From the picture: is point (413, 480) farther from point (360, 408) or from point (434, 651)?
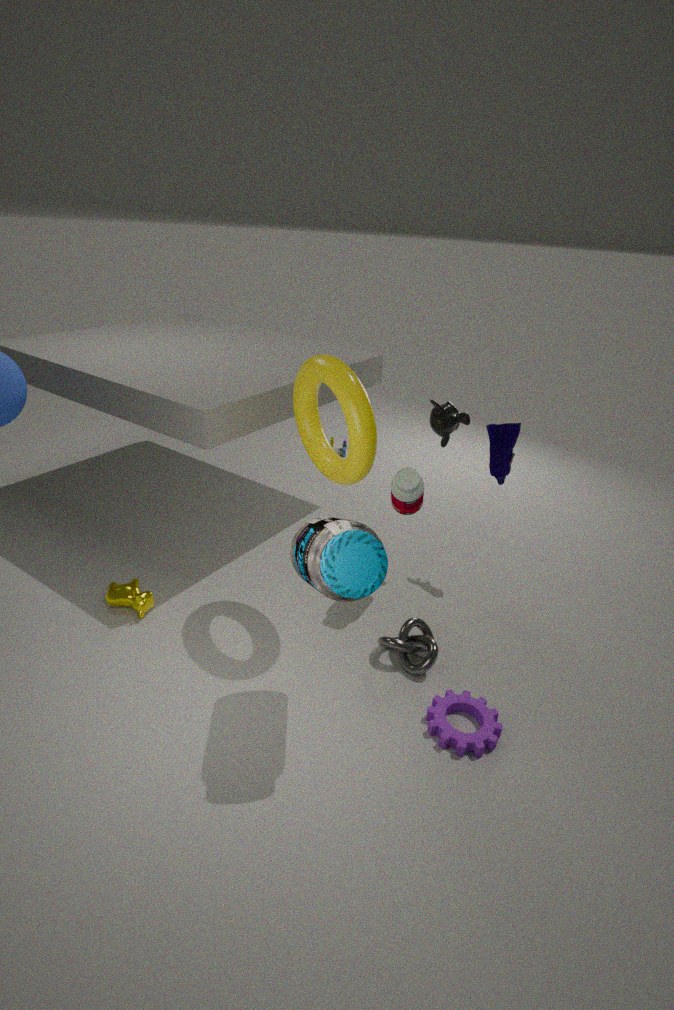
point (434, 651)
